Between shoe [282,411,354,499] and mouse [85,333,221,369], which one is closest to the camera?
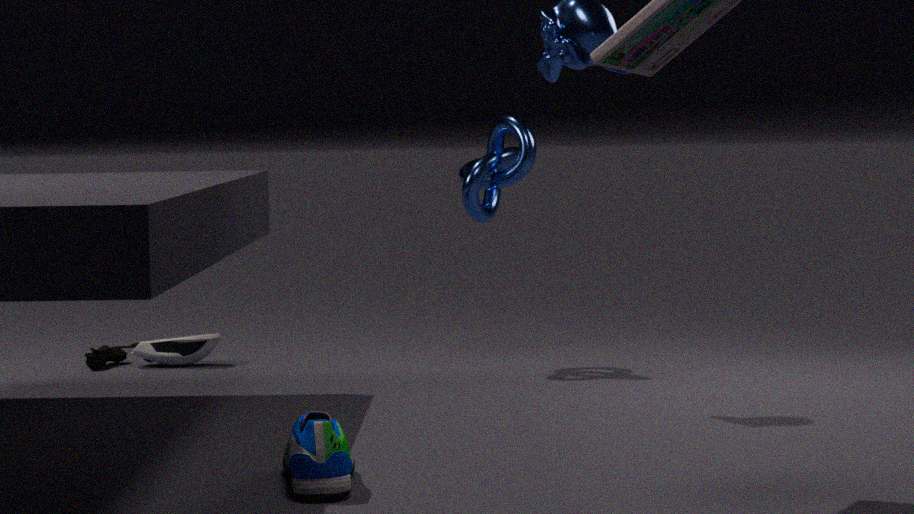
shoe [282,411,354,499]
